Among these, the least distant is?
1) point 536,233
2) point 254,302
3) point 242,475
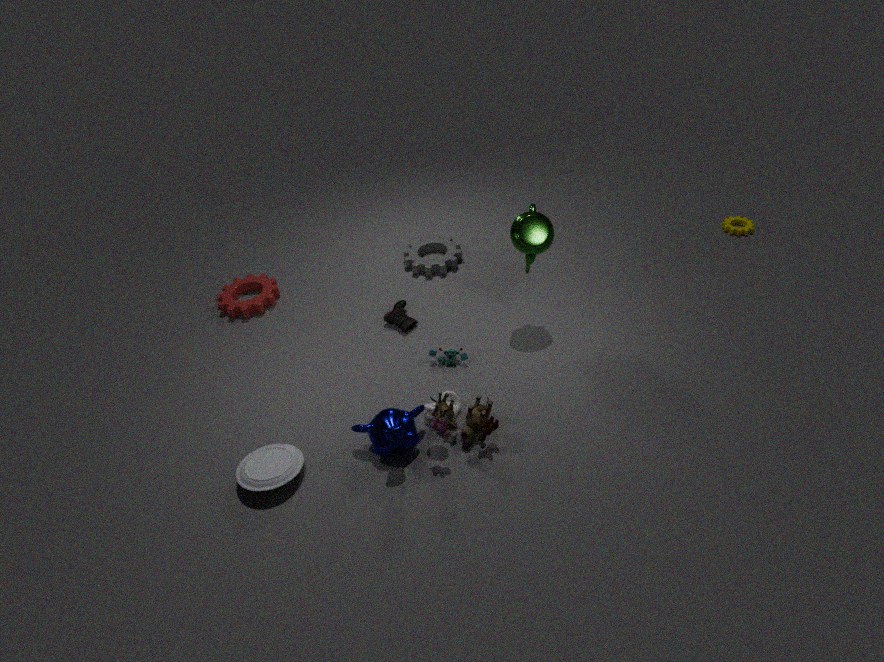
3. point 242,475
